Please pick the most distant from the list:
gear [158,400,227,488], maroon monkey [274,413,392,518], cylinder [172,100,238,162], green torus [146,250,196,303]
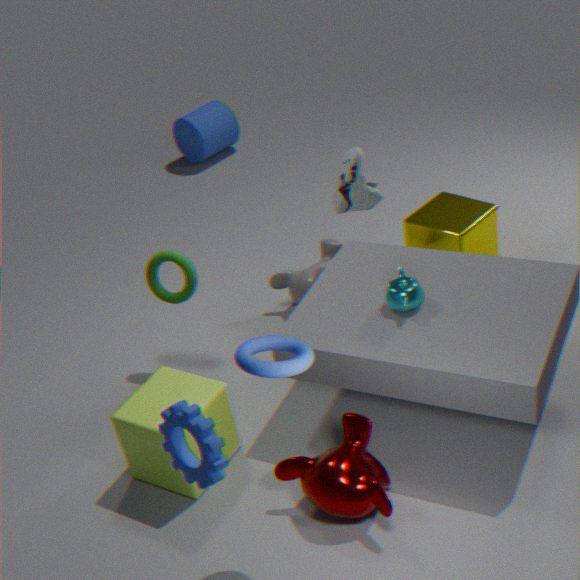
cylinder [172,100,238,162]
